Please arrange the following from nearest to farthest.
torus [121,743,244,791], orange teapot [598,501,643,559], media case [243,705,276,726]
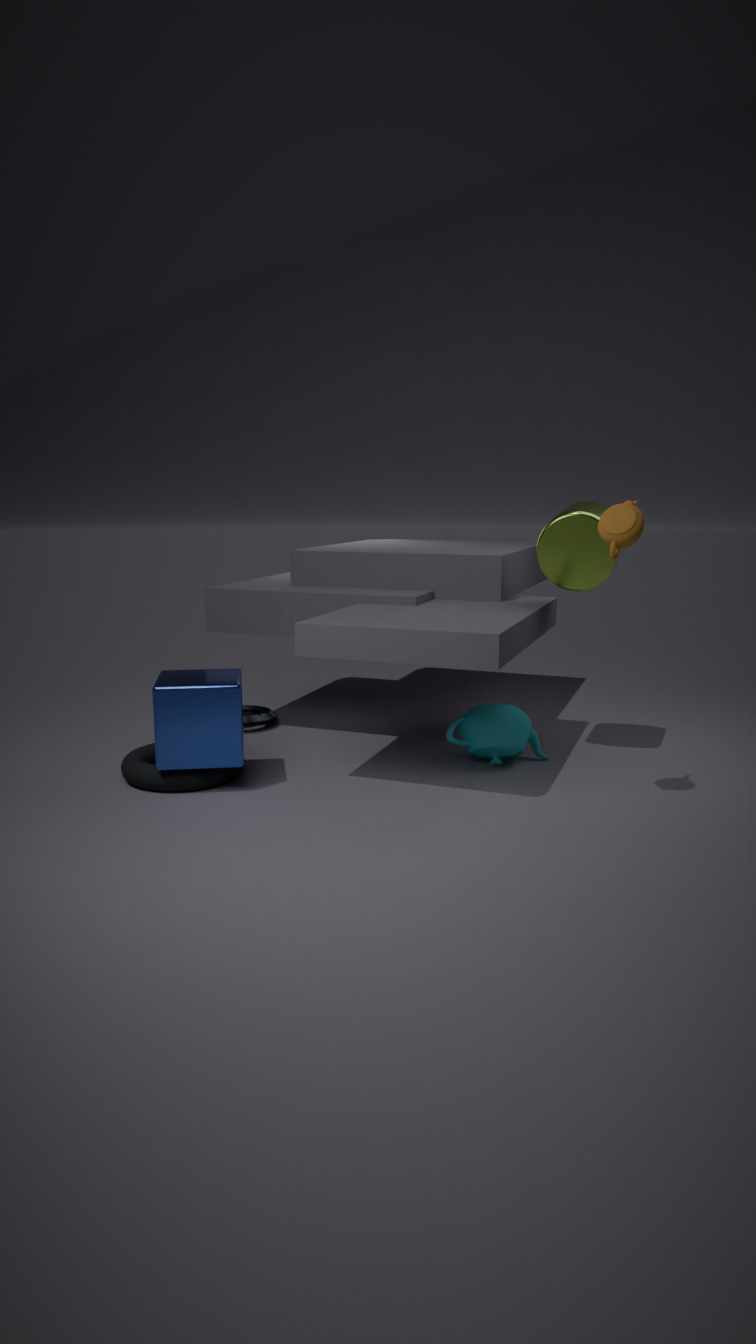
1. orange teapot [598,501,643,559]
2. torus [121,743,244,791]
3. media case [243,705,276,726]
